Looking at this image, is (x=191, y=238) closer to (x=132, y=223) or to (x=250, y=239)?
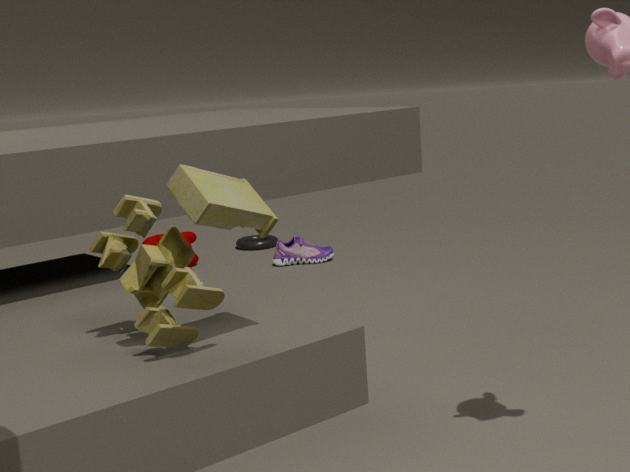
(x=250, y=239)
